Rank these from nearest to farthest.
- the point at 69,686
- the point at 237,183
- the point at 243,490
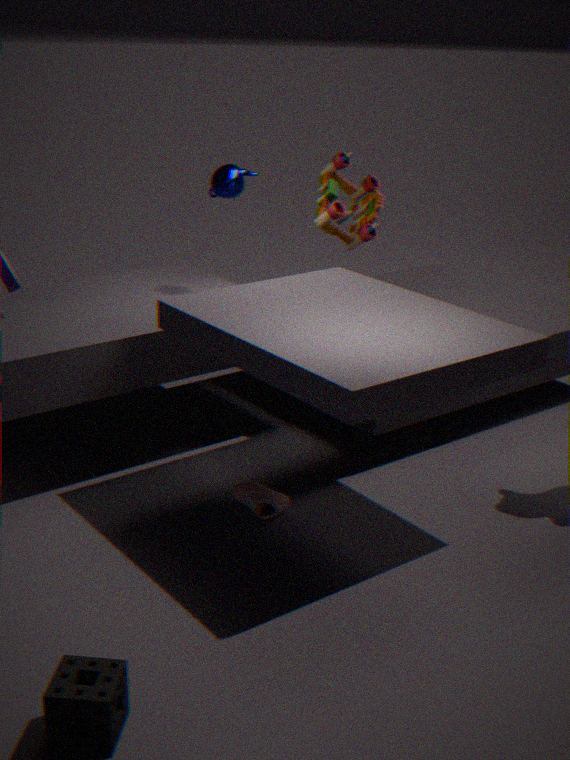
the point at 69,686 < the point at 243,490 < the point at 237,183
